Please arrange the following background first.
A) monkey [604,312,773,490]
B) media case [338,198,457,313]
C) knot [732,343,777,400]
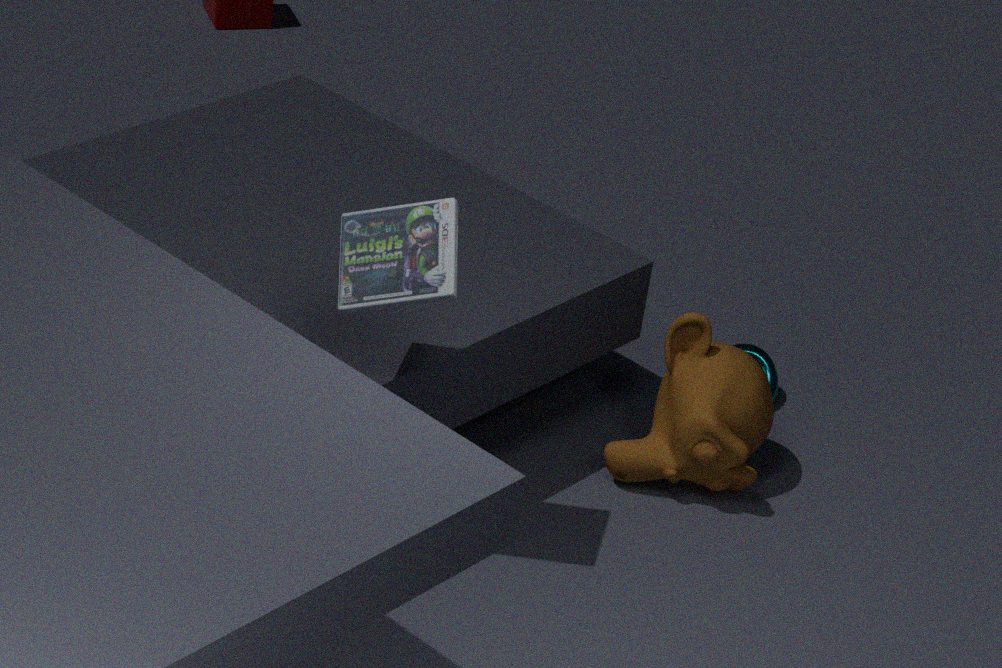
knot [732,343,777,400] < monkey [604,312,773,490] < media case [338,198,457,313]
